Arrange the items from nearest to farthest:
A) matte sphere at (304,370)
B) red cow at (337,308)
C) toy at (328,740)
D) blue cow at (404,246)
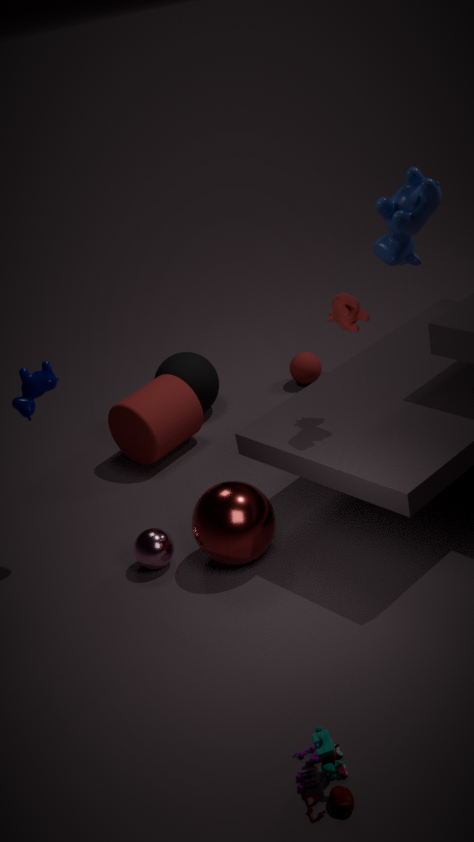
toy at (328,740)
red cow at (337,308)
blue cow at (404,246)
matte sphere at (304,370)
